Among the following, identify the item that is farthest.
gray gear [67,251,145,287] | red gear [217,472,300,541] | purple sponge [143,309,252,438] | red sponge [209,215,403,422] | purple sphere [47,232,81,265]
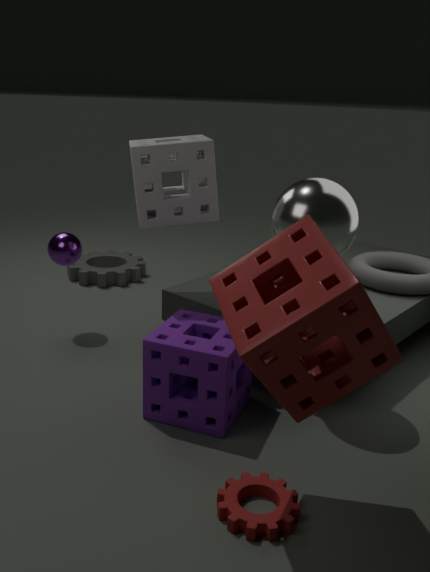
gray gear [67,251,145,287]
